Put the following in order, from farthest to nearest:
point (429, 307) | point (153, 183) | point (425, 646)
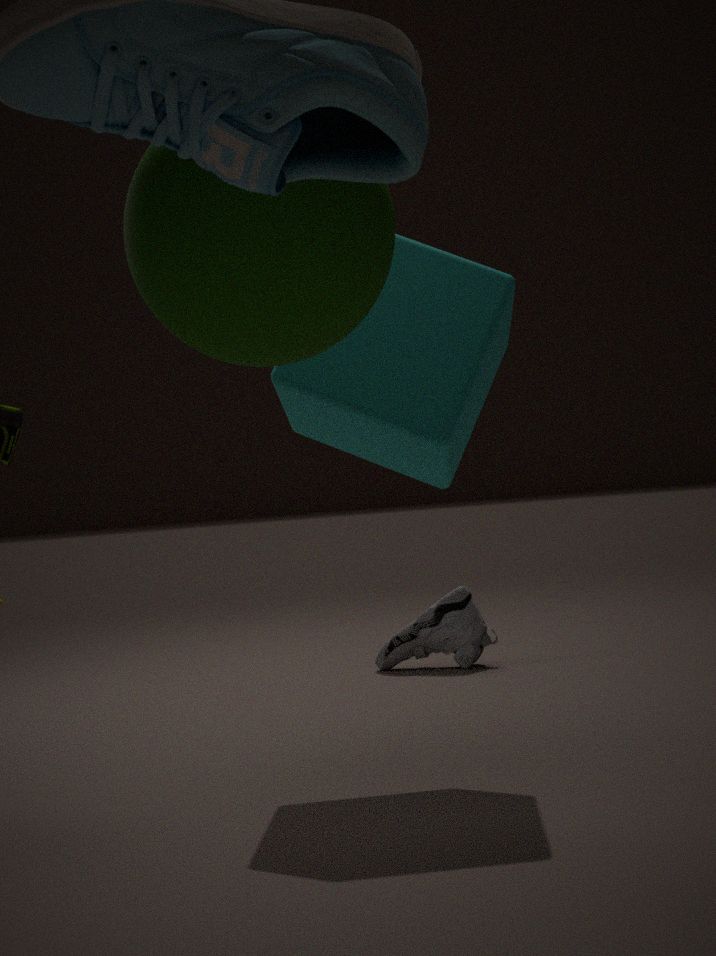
point (425, 646)
point (429, 307)
point (153, 183)
